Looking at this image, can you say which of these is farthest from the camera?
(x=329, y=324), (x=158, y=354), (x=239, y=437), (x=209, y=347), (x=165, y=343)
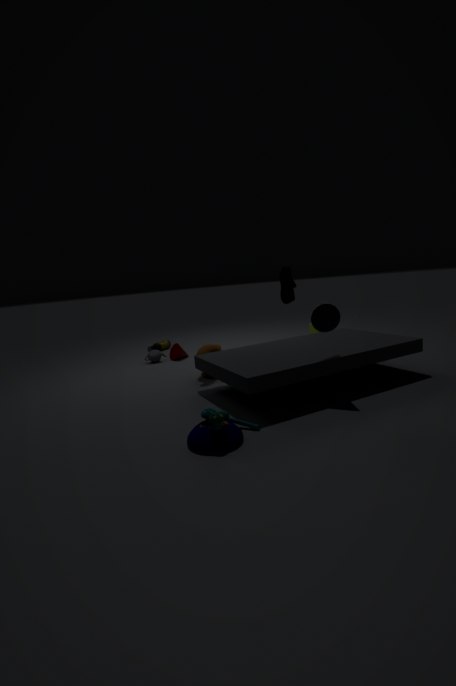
(x=165, y=343)
